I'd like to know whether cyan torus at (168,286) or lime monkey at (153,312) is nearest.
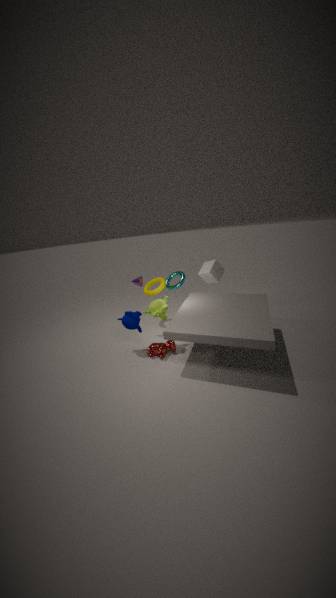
lime monkey at (153,312)
